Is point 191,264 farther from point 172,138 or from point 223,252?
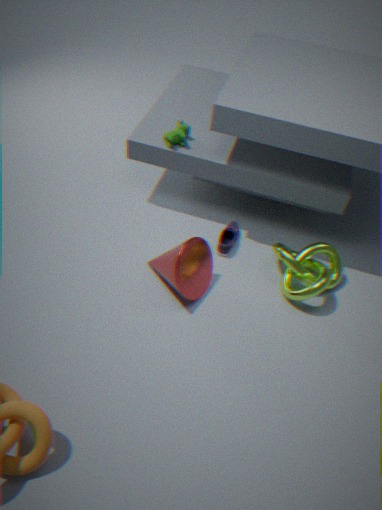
point 172,138
